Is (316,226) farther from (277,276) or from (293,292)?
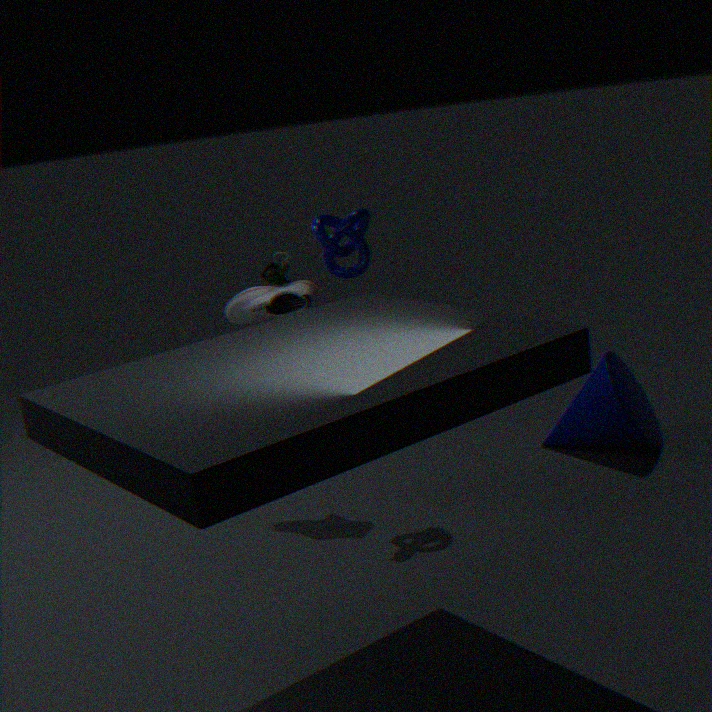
(293,292)
